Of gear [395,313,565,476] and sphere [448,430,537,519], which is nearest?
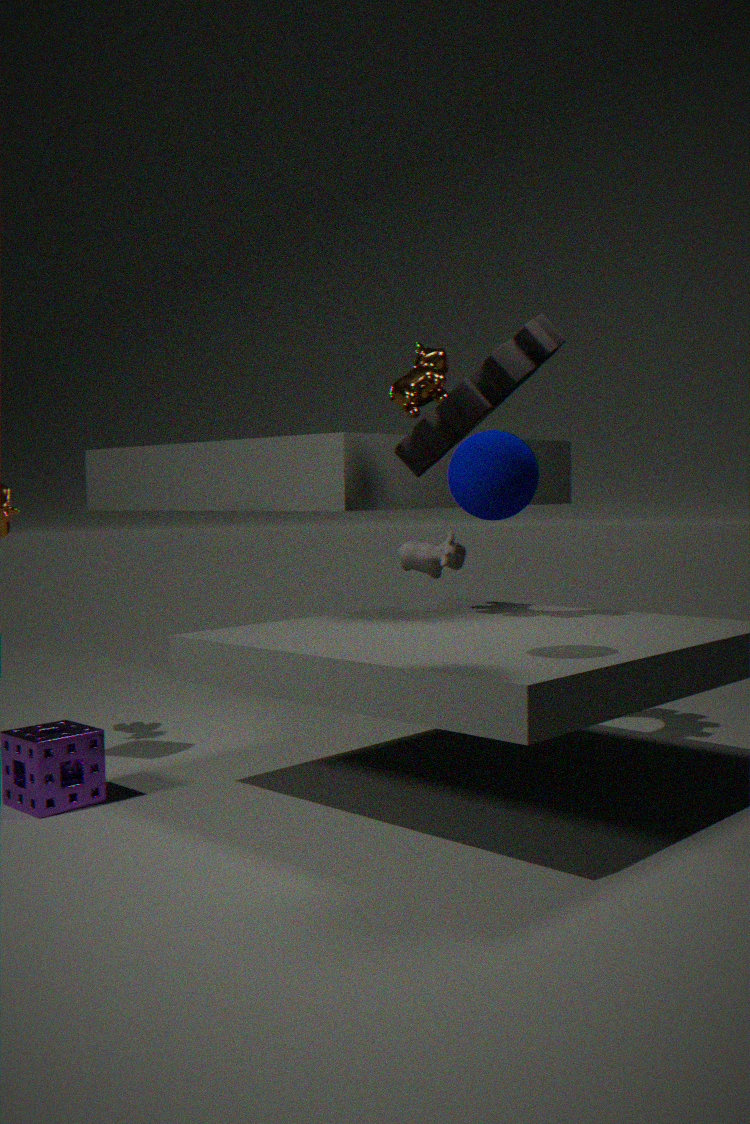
sphere [448,430,537,519]
